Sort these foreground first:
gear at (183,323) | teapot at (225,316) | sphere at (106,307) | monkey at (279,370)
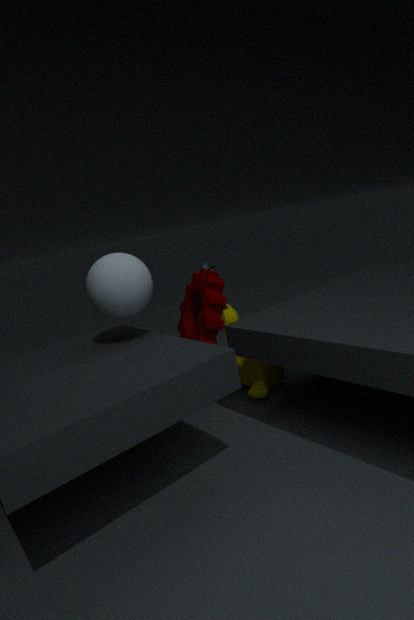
1. sphere at (106,307)
2. gear at (183,323)
3. monkey at (279,370)
4. teapot at (225,316)
